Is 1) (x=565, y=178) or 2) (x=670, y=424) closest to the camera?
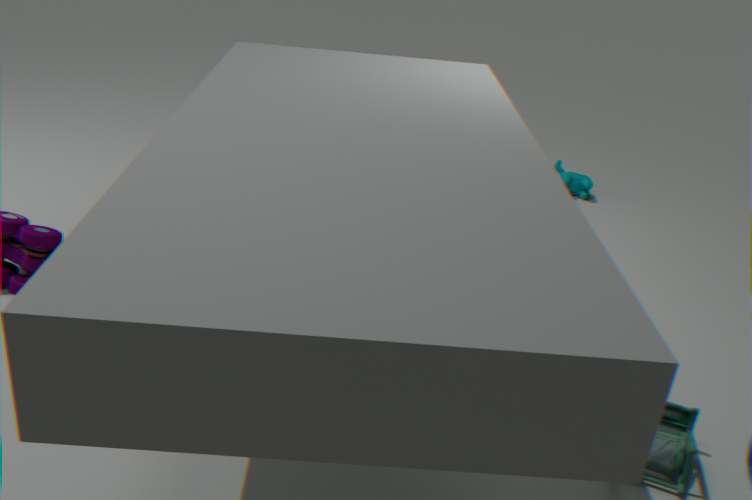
2. (x=670, y=424)
